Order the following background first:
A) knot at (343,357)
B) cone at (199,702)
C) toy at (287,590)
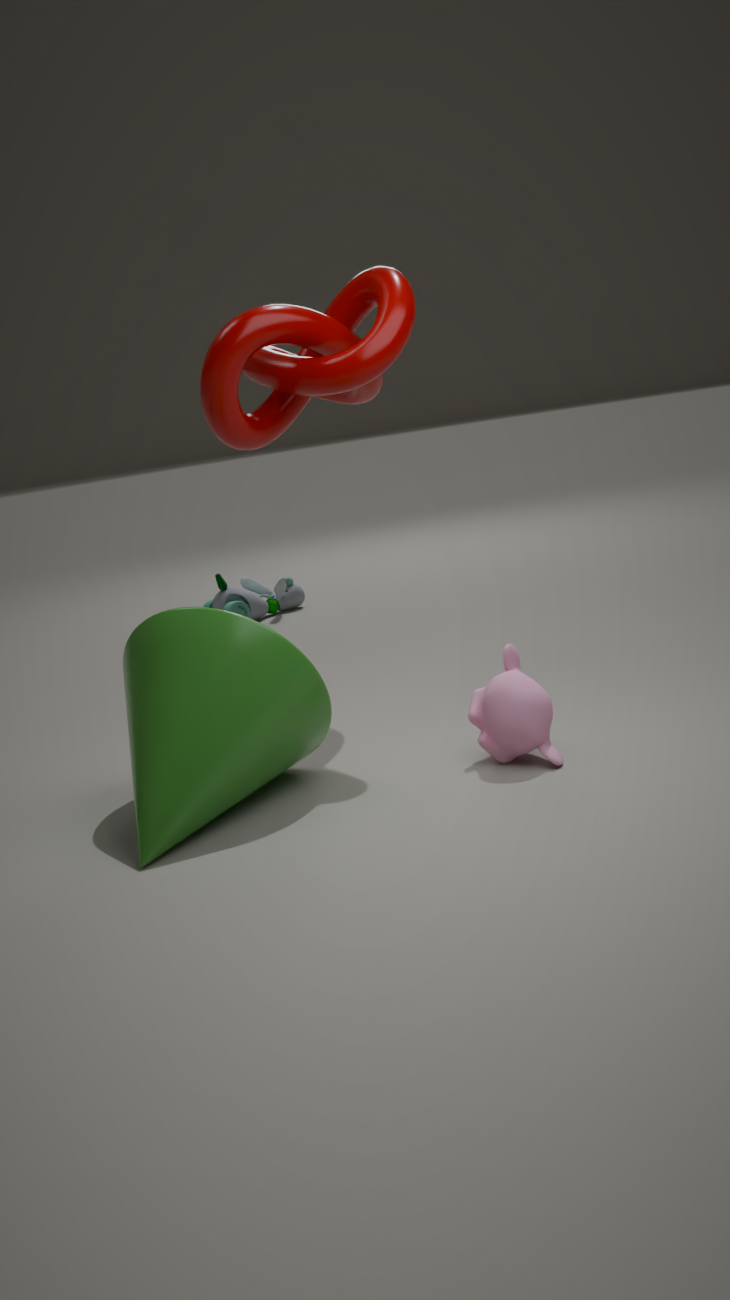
toy at (287,590) → knot at (343,357) → cone at (199,702)
